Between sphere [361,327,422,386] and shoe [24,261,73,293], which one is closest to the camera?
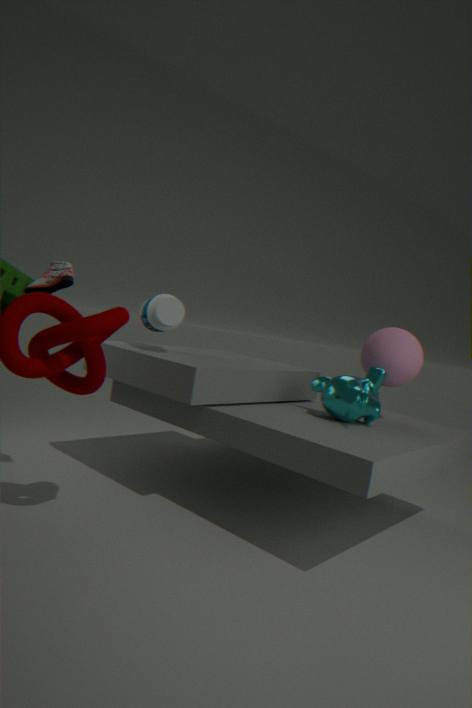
shoe [24,261,73,293]
